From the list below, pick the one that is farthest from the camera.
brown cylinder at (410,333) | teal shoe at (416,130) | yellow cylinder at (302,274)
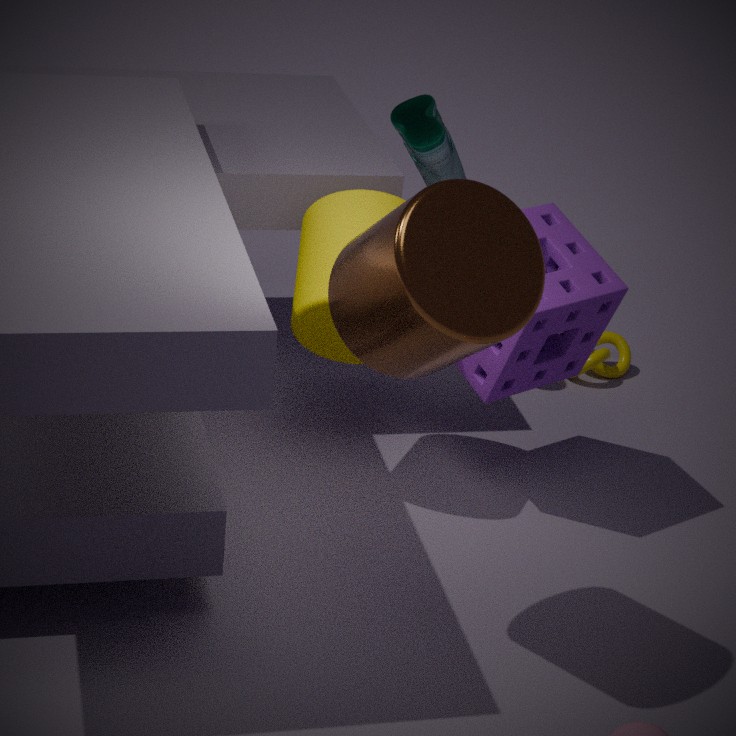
teal shoe at (416,130)
